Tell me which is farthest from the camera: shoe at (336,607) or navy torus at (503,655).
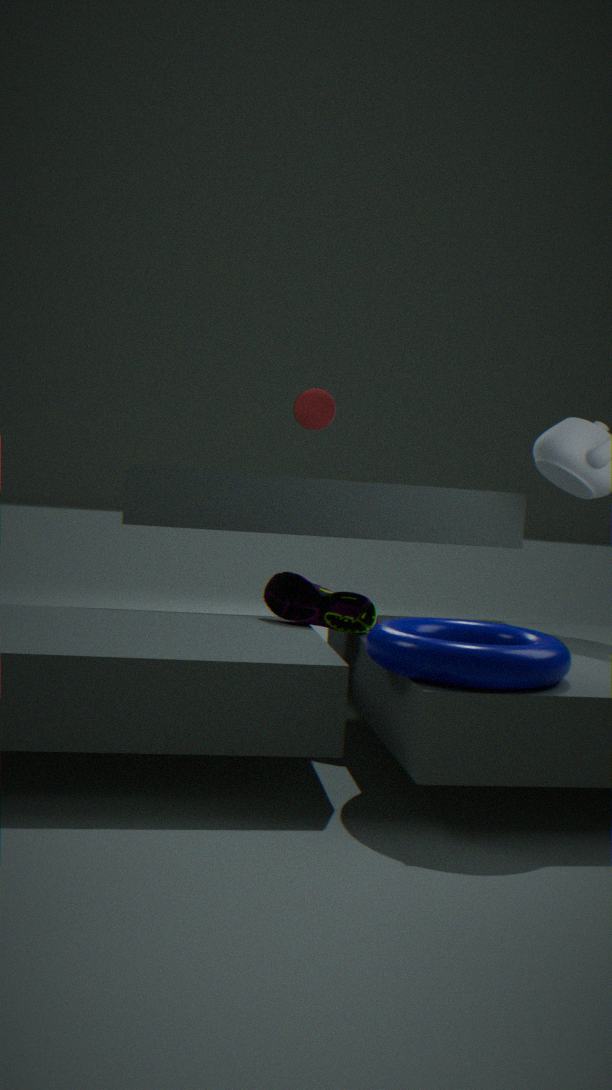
shoe at (336,607)
